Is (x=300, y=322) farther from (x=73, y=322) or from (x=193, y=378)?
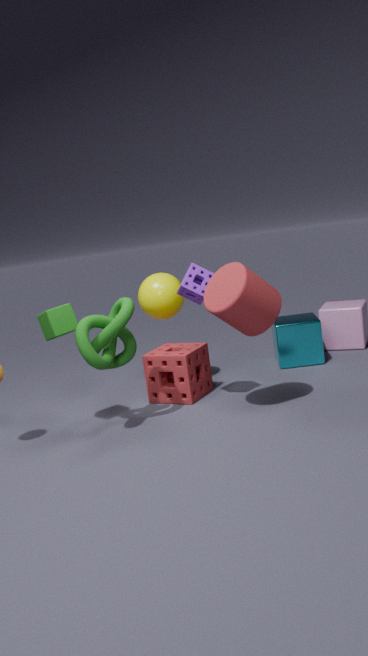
(x=73, y=322)
